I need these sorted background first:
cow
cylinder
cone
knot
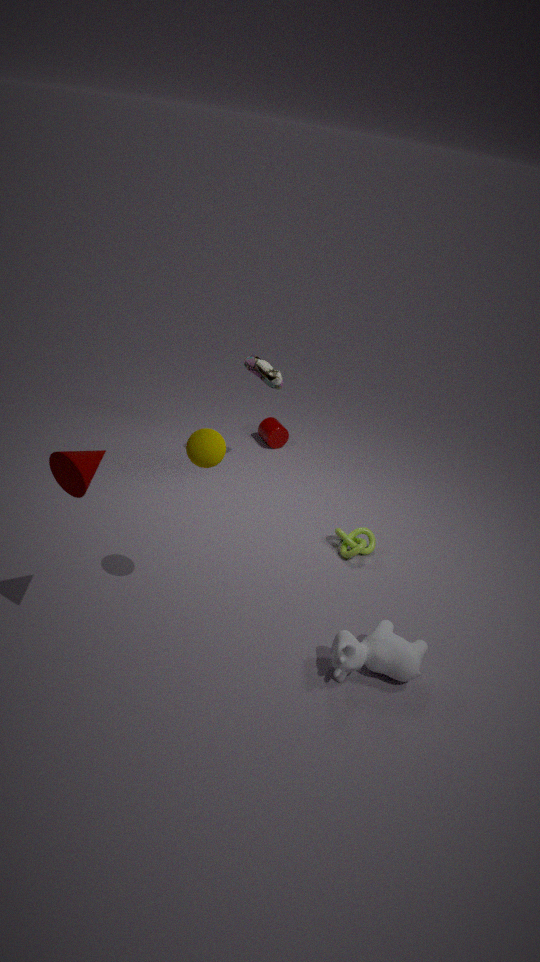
1. cylinder
2. knot
3. cow
4. cone
